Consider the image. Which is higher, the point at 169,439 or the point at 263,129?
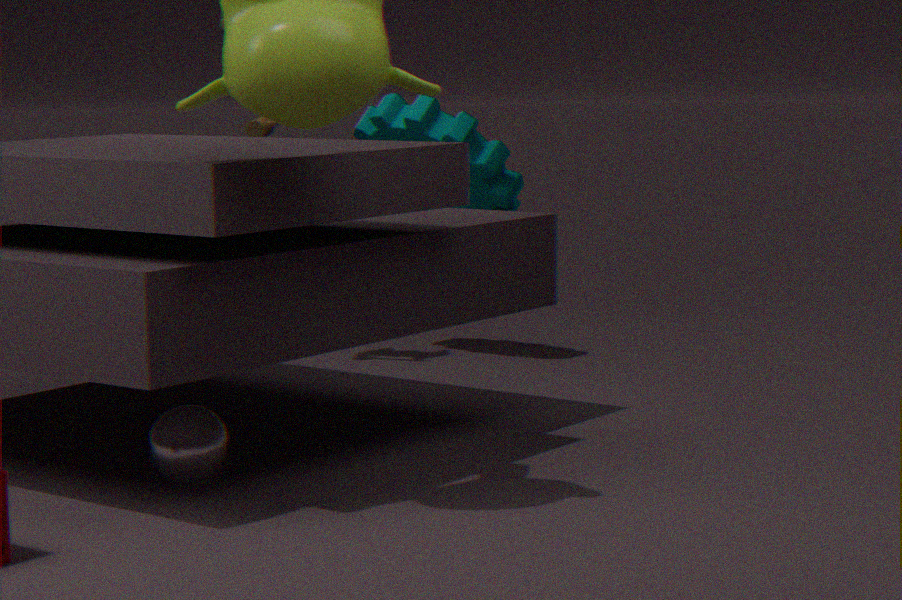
the point at 263,129
